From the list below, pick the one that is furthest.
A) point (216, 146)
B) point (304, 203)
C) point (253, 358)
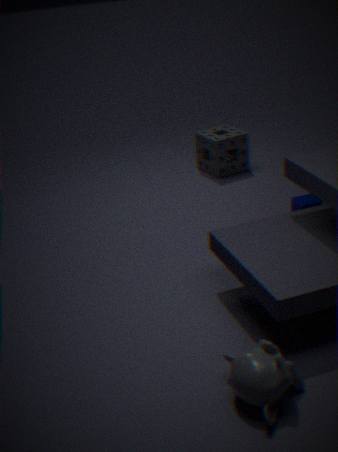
point (216, 146)
